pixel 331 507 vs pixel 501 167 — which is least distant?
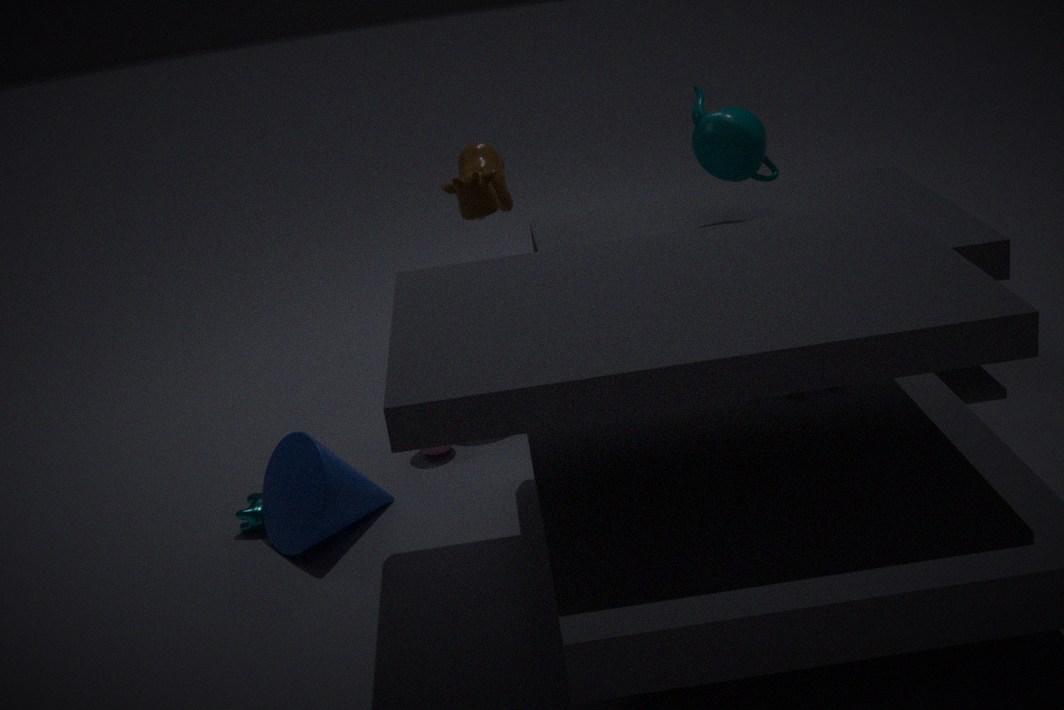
pixel 331 507
